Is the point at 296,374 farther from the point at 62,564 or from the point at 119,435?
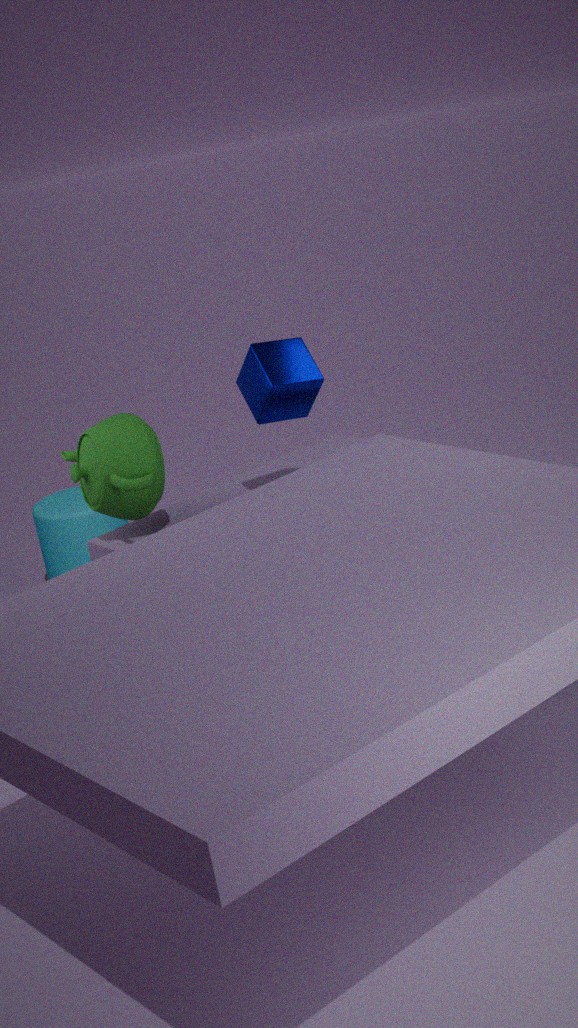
the point at 62,564
